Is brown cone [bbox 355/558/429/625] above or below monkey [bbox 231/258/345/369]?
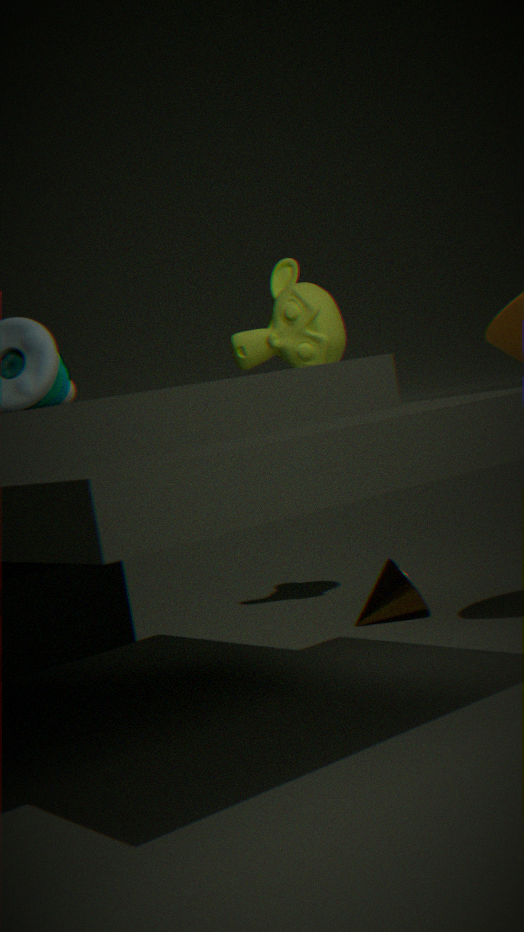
below
